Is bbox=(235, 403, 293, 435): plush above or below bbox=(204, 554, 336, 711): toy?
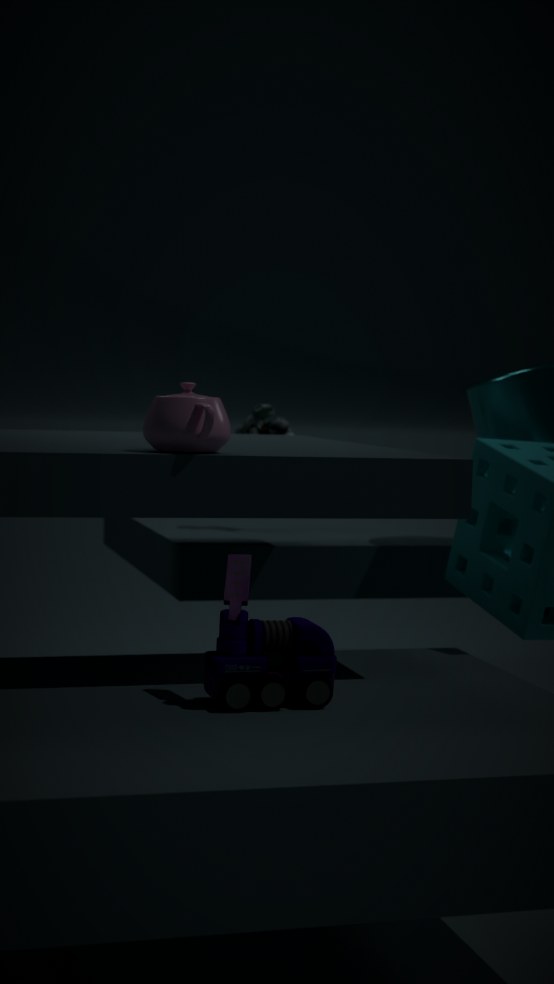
above
